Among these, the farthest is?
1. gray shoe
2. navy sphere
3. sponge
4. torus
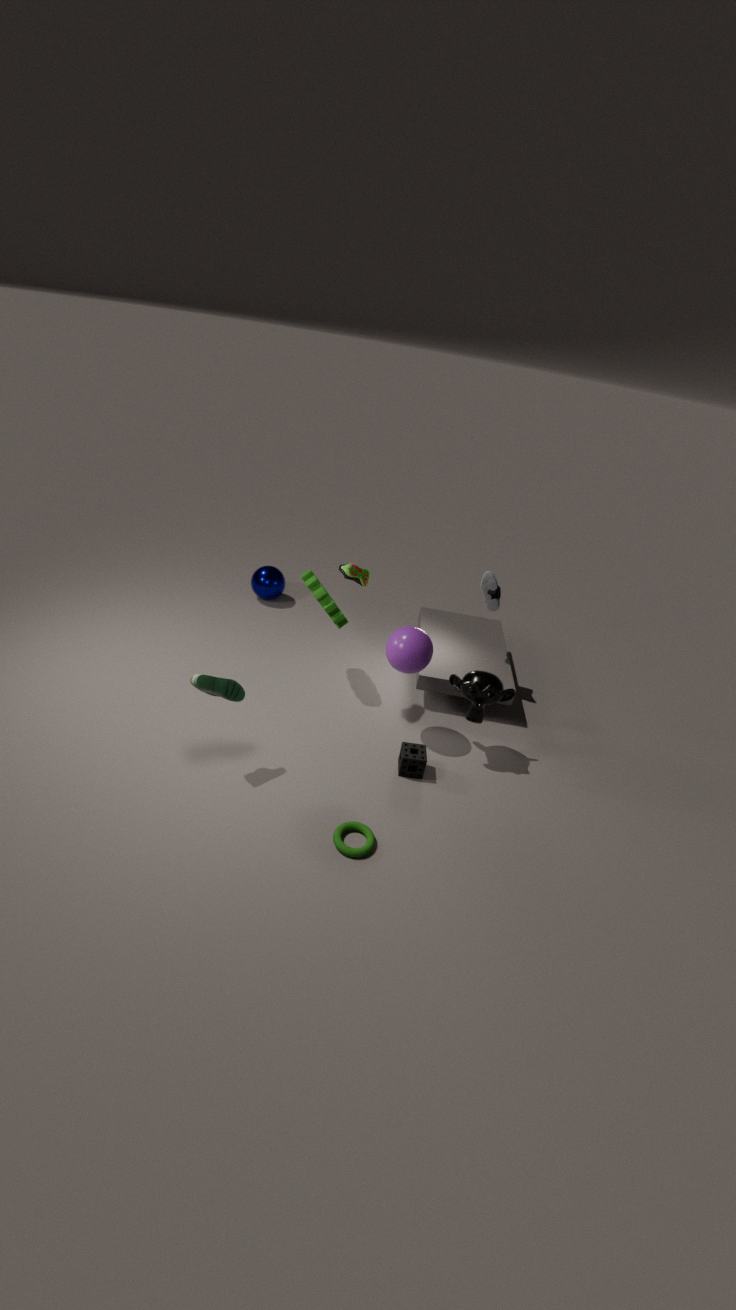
navy sphere
